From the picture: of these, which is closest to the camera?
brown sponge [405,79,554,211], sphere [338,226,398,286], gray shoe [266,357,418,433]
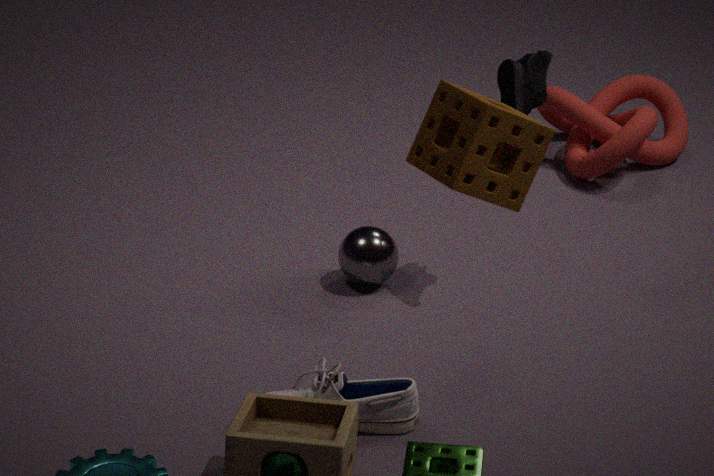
brown sponge [405,79,554,211]
